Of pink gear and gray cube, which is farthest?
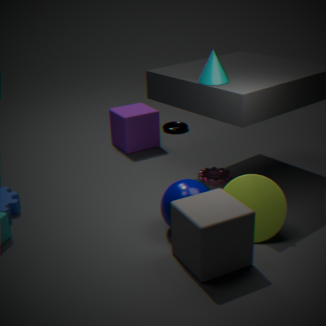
pink gear
